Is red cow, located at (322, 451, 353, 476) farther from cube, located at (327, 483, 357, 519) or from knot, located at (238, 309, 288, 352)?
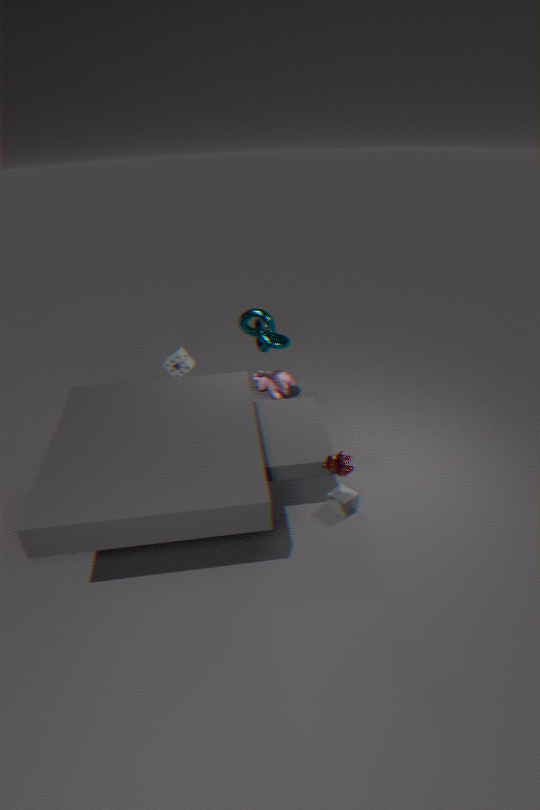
knot, located at (238, 309, 288, 352)
